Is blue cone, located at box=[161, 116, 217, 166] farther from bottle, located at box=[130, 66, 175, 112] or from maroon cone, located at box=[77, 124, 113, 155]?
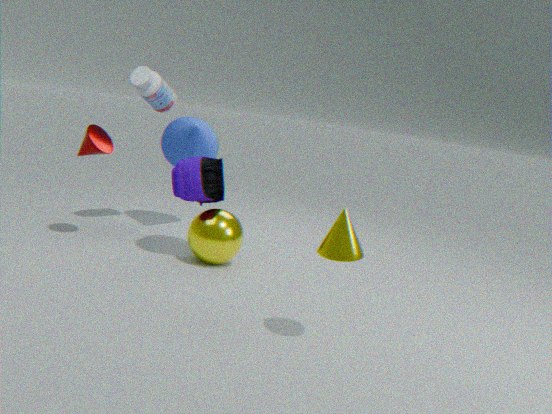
maroon cone, located at box=[77, 124, 113, 155]
